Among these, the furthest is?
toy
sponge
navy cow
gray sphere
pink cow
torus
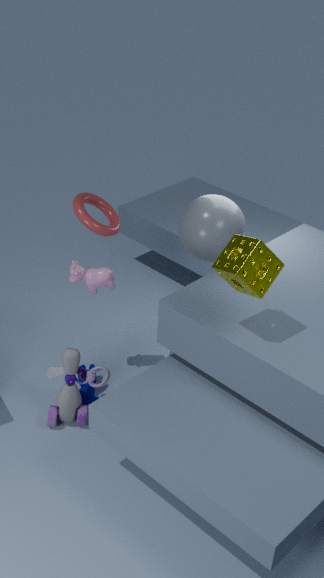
navy cow
